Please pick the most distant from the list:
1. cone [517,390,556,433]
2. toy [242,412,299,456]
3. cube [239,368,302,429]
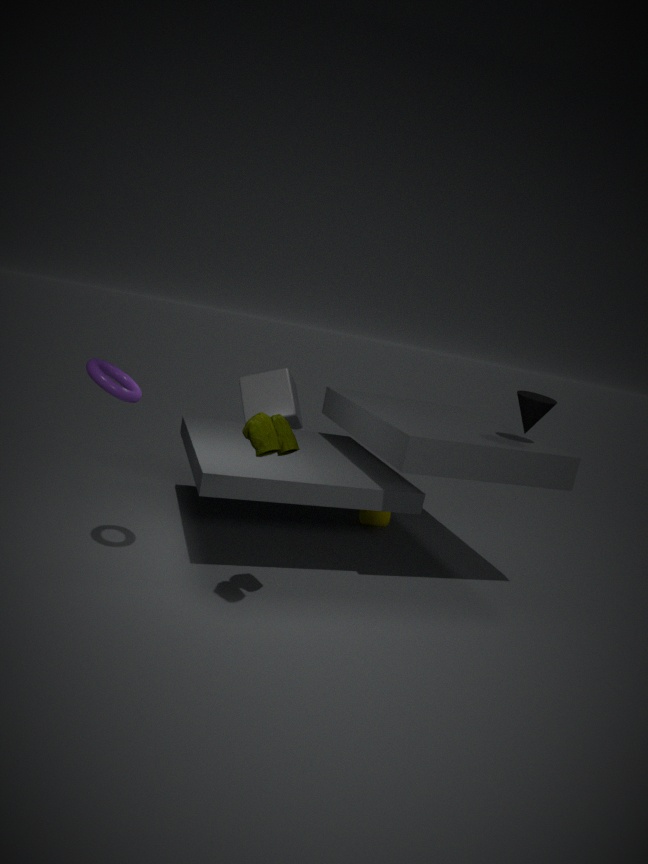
cube [239,368,302,429]
